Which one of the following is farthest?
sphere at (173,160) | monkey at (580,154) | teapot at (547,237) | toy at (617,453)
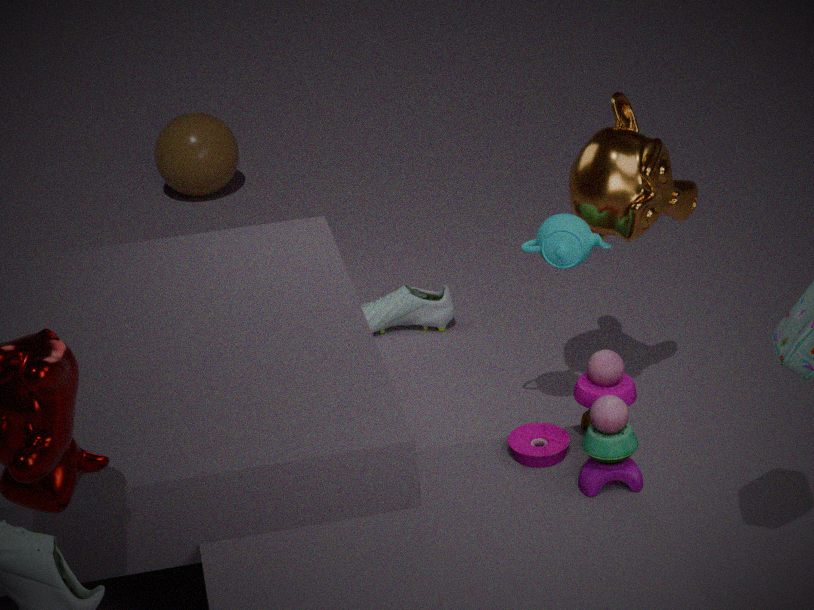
sphere at (173,160)
